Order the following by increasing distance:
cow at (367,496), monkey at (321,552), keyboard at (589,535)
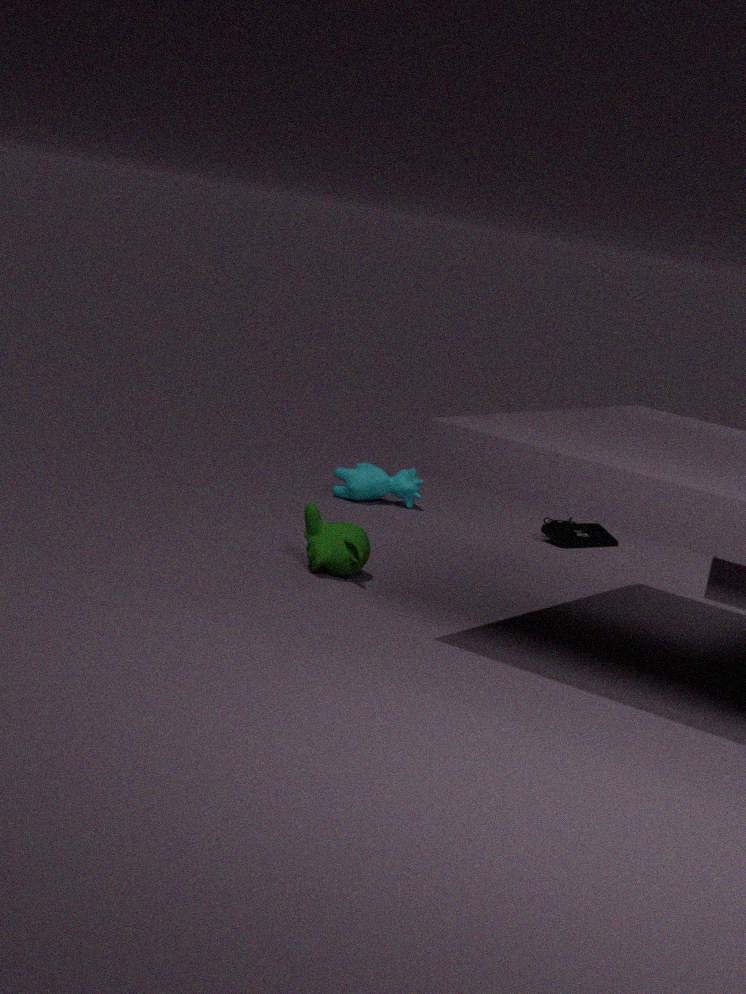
monkey at (321,552) → keyboard at (589,535) → cow at (367,496)
